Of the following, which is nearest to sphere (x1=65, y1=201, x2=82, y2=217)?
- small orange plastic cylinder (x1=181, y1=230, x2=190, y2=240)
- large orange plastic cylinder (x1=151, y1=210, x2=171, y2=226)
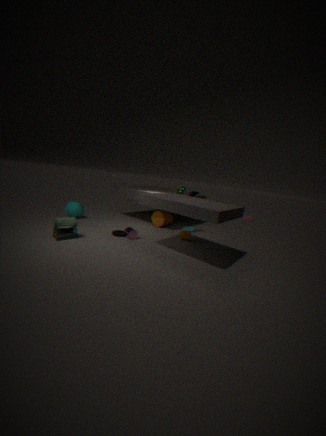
large orange plastic cylinder (x1=151, y1=210, x2=171, y2=226)
